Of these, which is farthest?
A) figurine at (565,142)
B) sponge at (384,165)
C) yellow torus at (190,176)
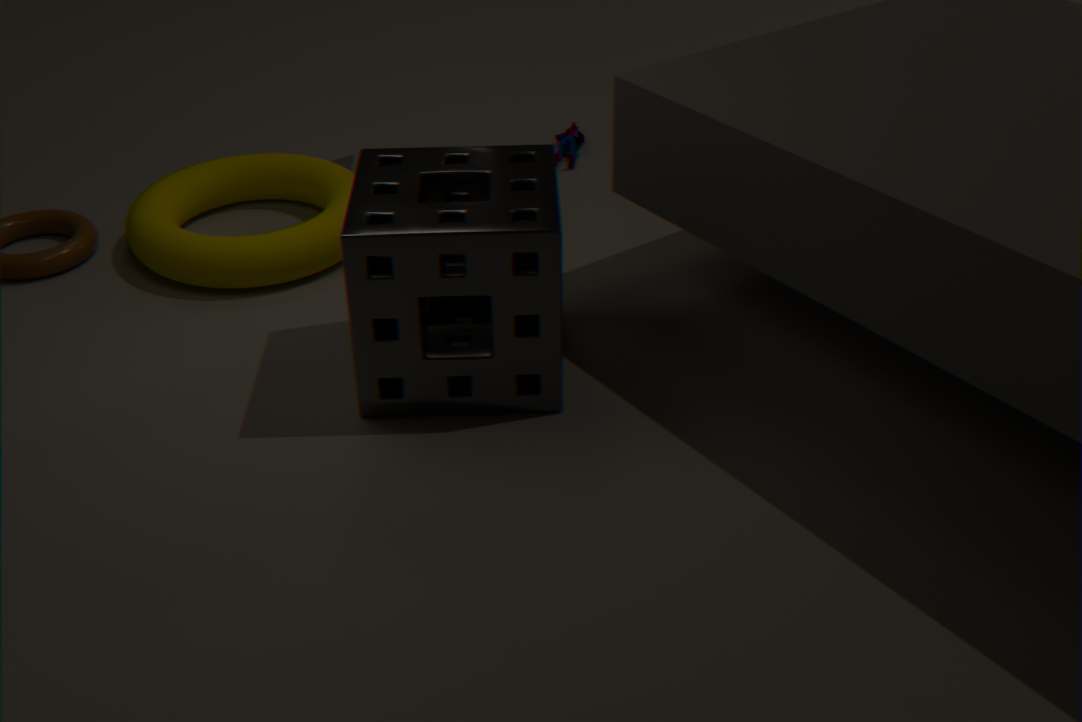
figurine at (565,142)
